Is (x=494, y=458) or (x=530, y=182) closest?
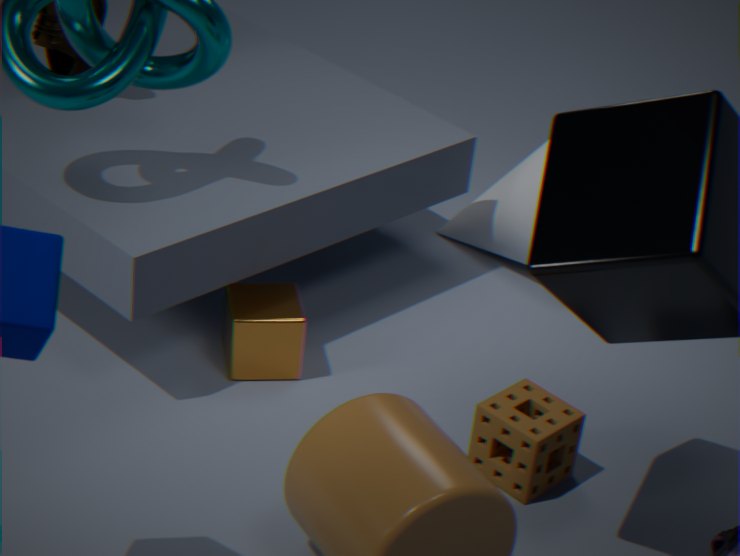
(x=494, y=458)
